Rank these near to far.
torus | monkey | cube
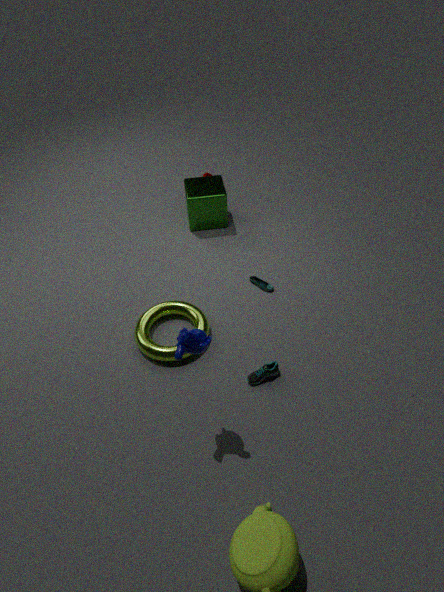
monkey → torus → cube
